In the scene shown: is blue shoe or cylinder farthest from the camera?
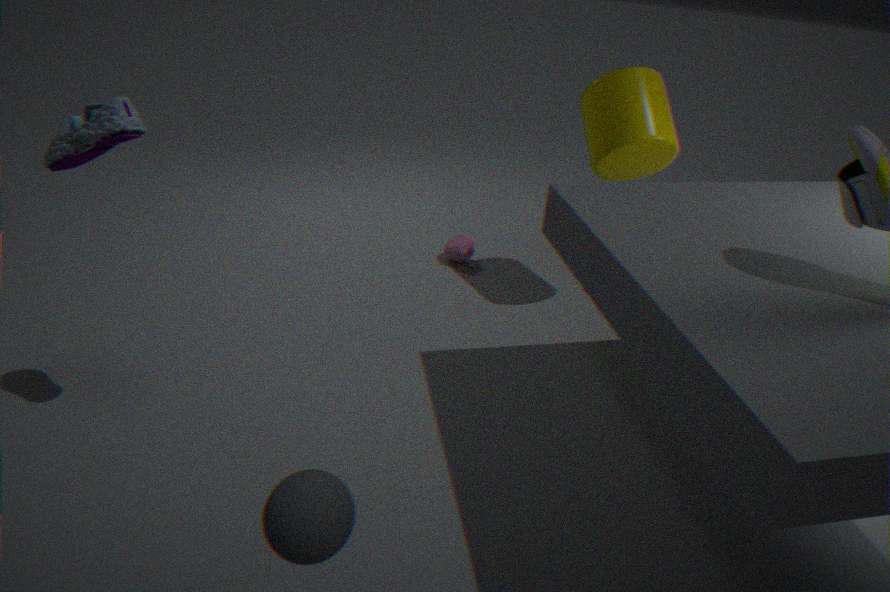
cylinder
